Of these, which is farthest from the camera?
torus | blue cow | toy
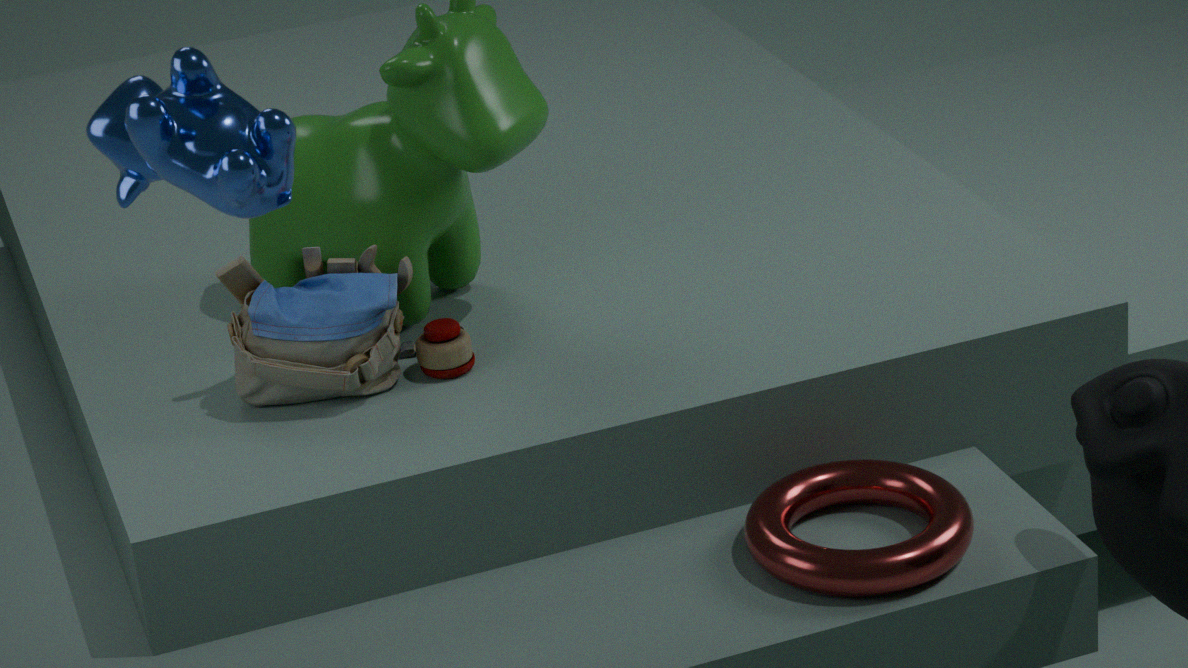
toy
